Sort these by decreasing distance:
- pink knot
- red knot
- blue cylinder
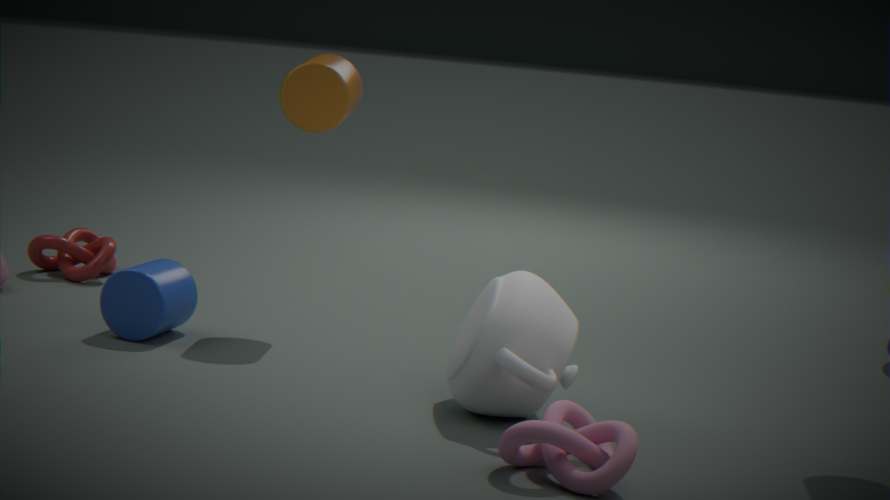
red knot, blue cylinder, pink knot
